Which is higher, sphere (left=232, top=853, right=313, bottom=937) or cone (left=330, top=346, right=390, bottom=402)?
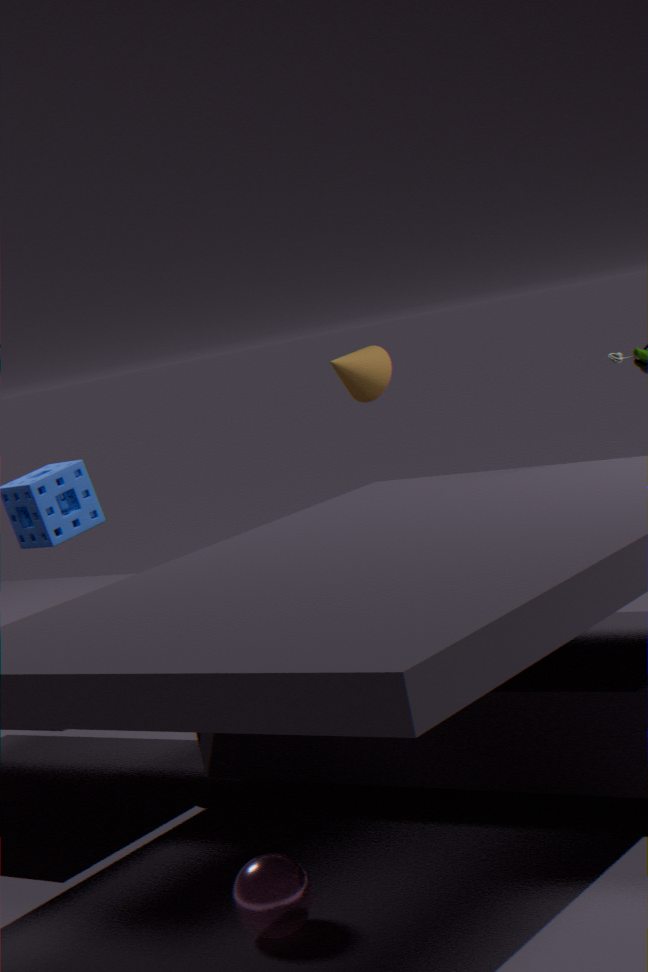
cone (left=330, top=346, right=390, bottom=402)
